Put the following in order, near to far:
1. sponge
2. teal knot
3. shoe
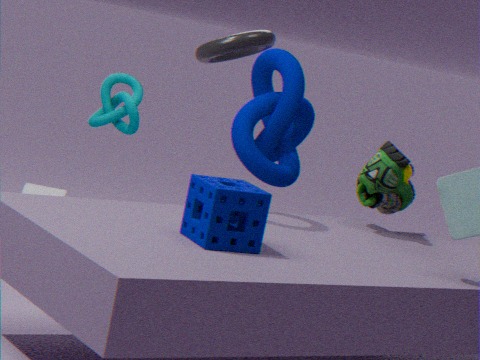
sponge
shoe
teal knot
